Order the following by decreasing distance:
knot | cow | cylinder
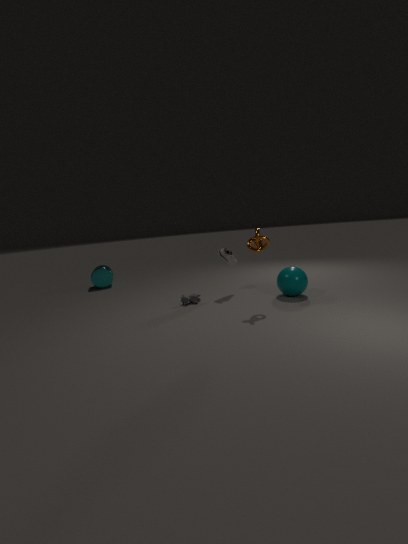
cylinder → cow → knot
